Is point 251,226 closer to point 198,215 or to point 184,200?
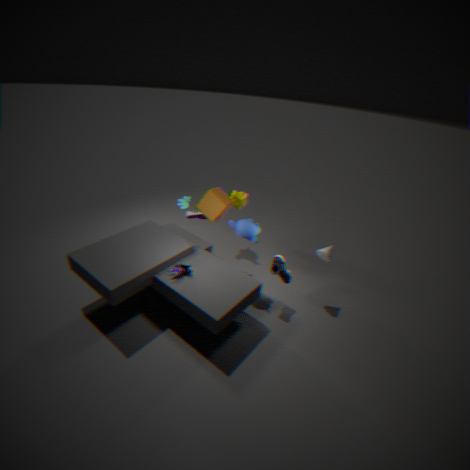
point 184,200
